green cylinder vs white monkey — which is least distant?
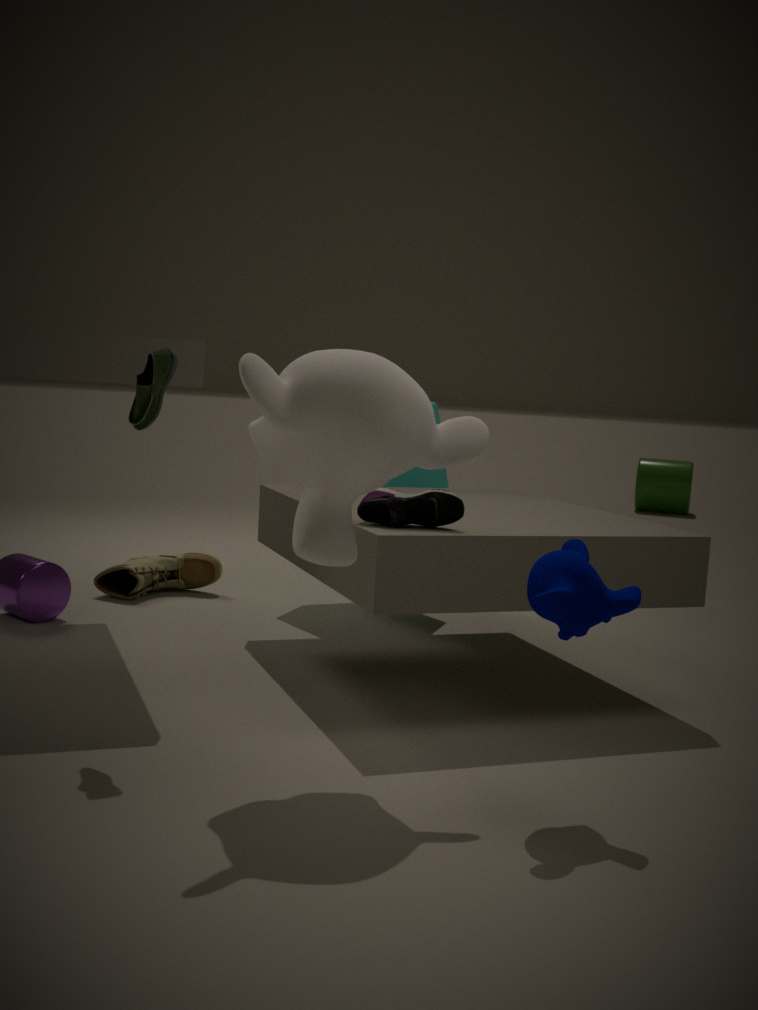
white monkey
